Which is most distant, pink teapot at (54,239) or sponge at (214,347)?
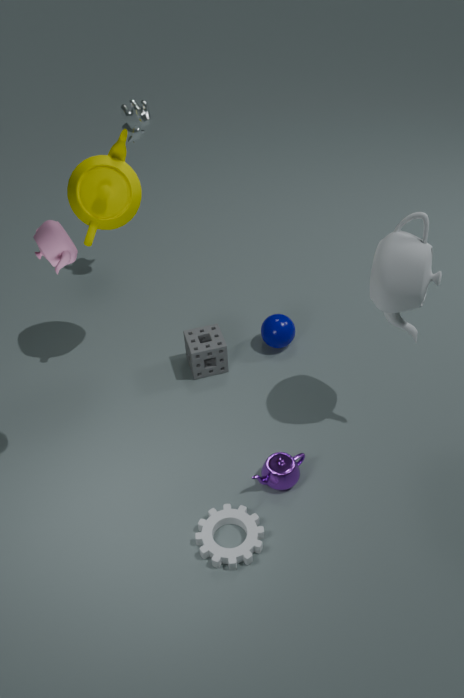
sponge at (214,347)
